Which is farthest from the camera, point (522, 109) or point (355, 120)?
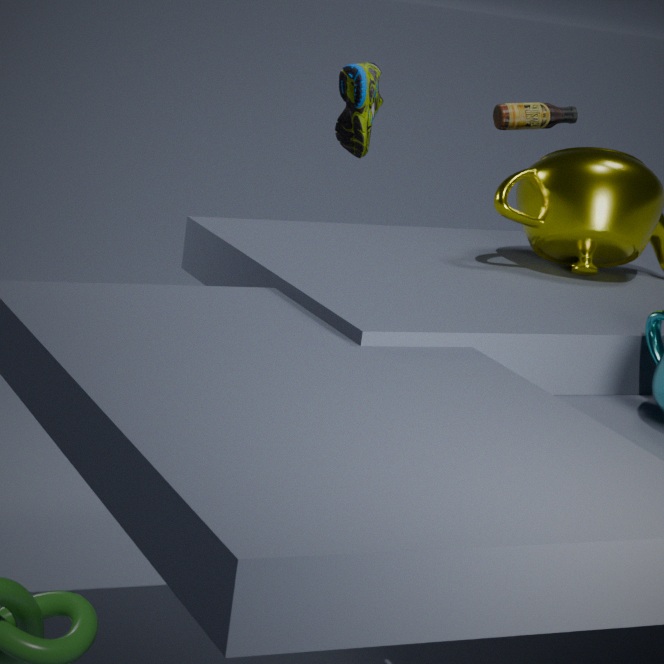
point (355, 120)
